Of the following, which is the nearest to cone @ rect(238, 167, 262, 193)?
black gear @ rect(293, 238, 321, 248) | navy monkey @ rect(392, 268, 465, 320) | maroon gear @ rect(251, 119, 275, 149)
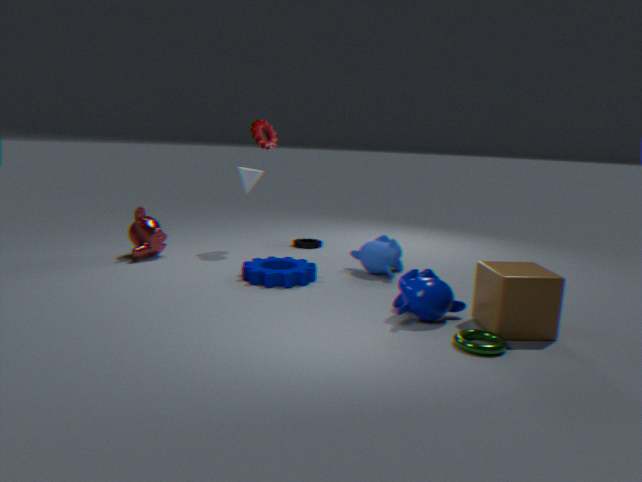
maroon gear @ rect(251, 119, 275, 149)
